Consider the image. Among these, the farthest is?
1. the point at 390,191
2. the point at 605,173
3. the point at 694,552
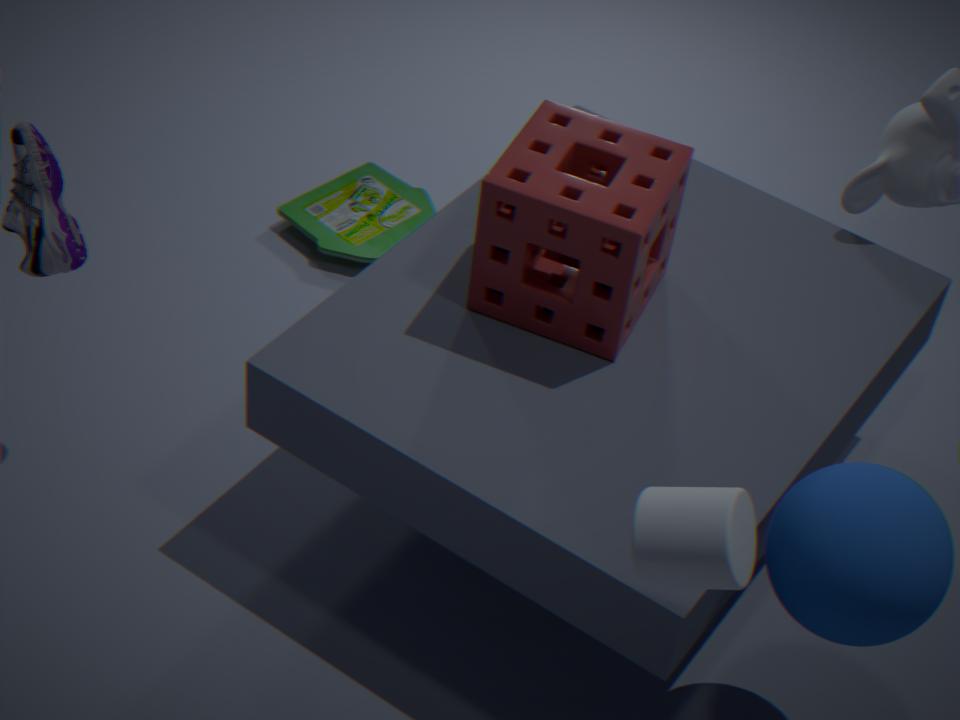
the point at 390,191
